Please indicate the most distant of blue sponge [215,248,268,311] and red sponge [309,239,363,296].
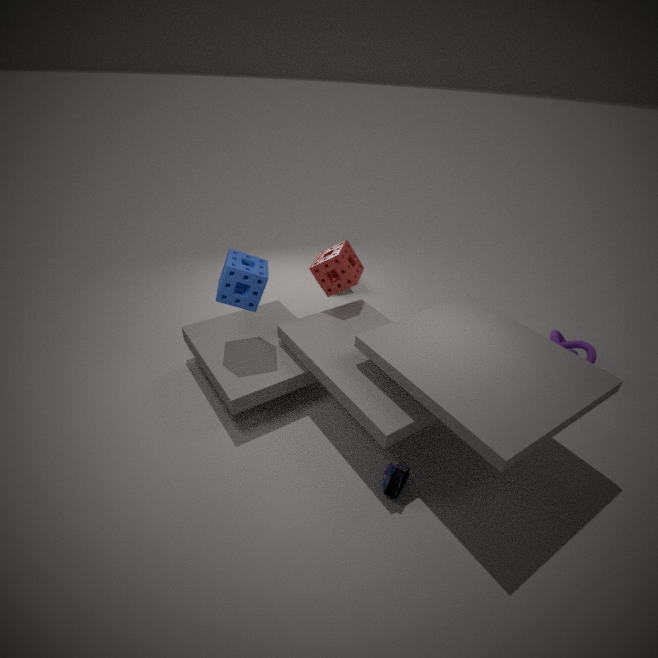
red sponge [309,239,363,296]
